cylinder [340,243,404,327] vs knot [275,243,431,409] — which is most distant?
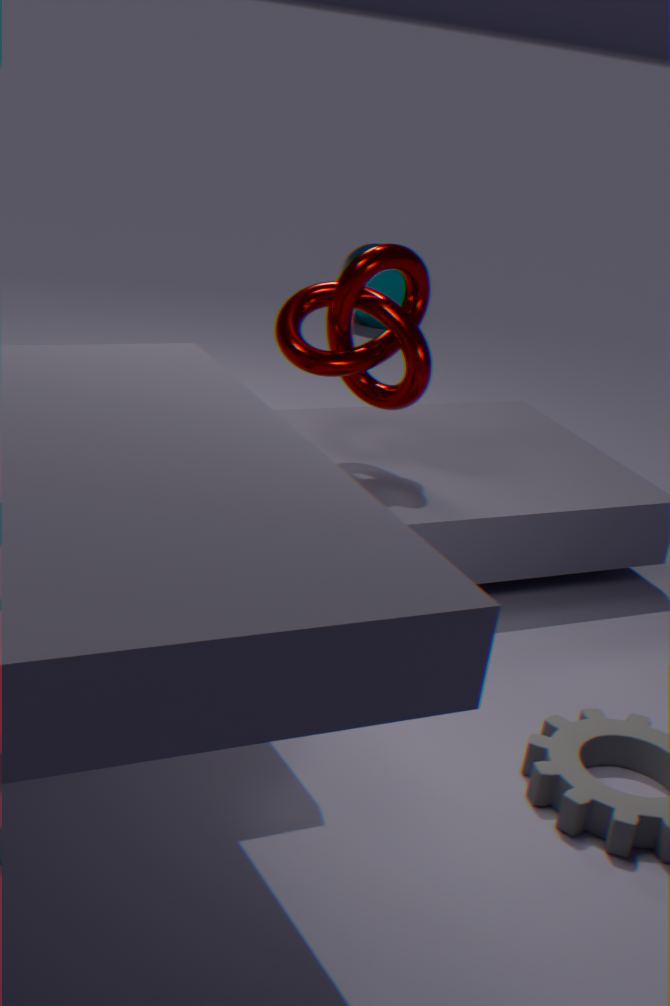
cylinder [340,243,404,327]
